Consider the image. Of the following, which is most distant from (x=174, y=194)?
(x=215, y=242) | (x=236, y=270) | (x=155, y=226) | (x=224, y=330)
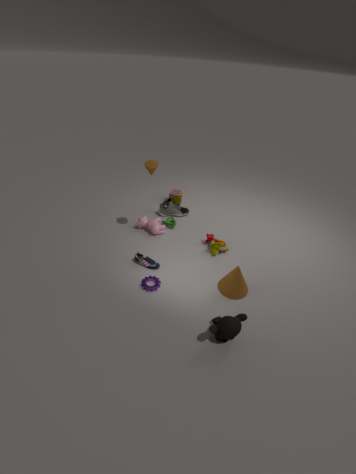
(x=224, y=330)
